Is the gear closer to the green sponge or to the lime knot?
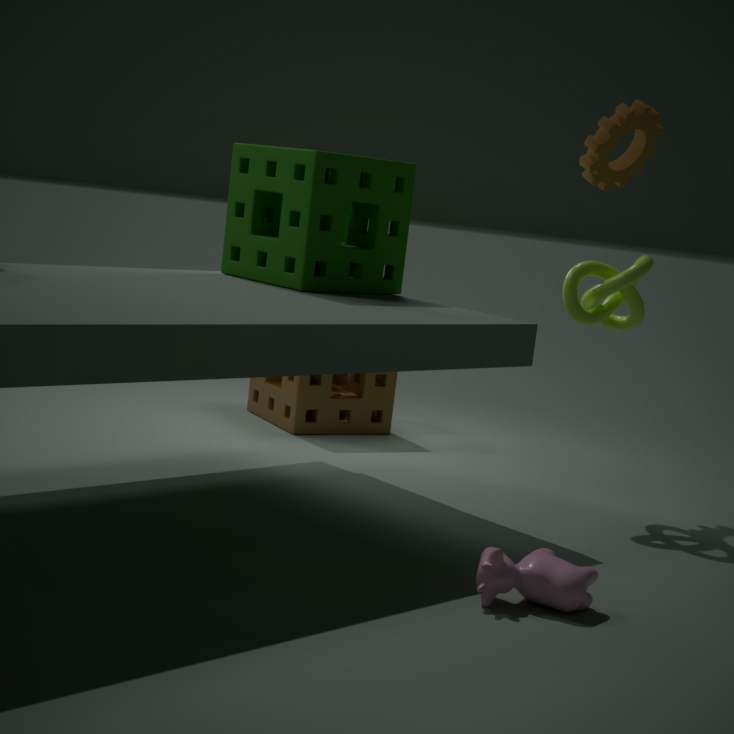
the lime knot
